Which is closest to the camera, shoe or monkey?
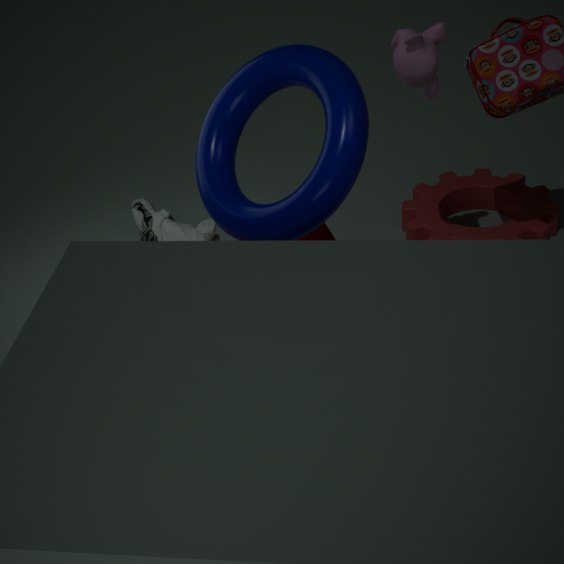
monkey
